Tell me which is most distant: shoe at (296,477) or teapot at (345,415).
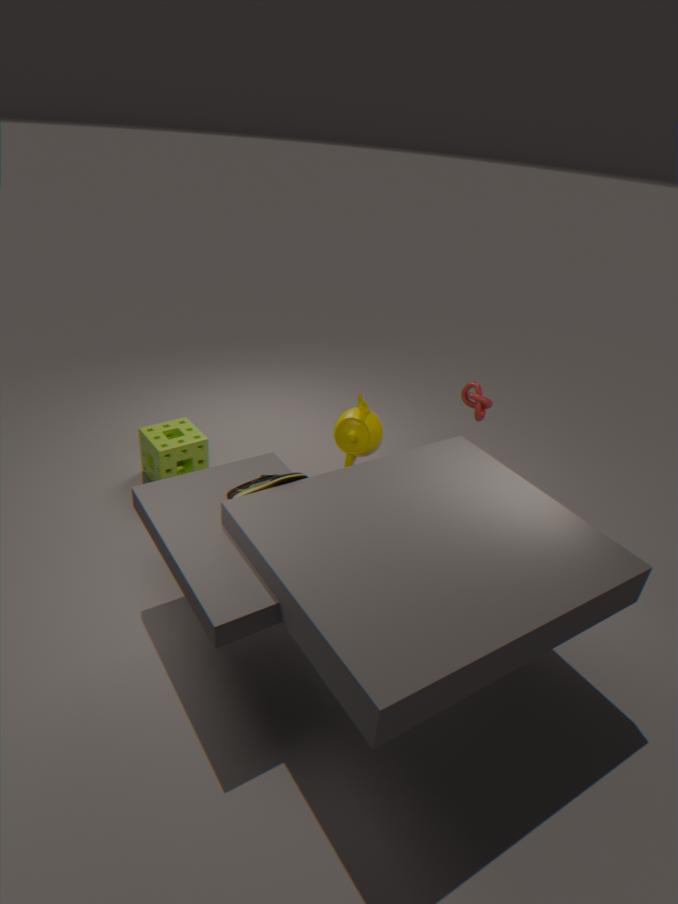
teapot at (345,415)
